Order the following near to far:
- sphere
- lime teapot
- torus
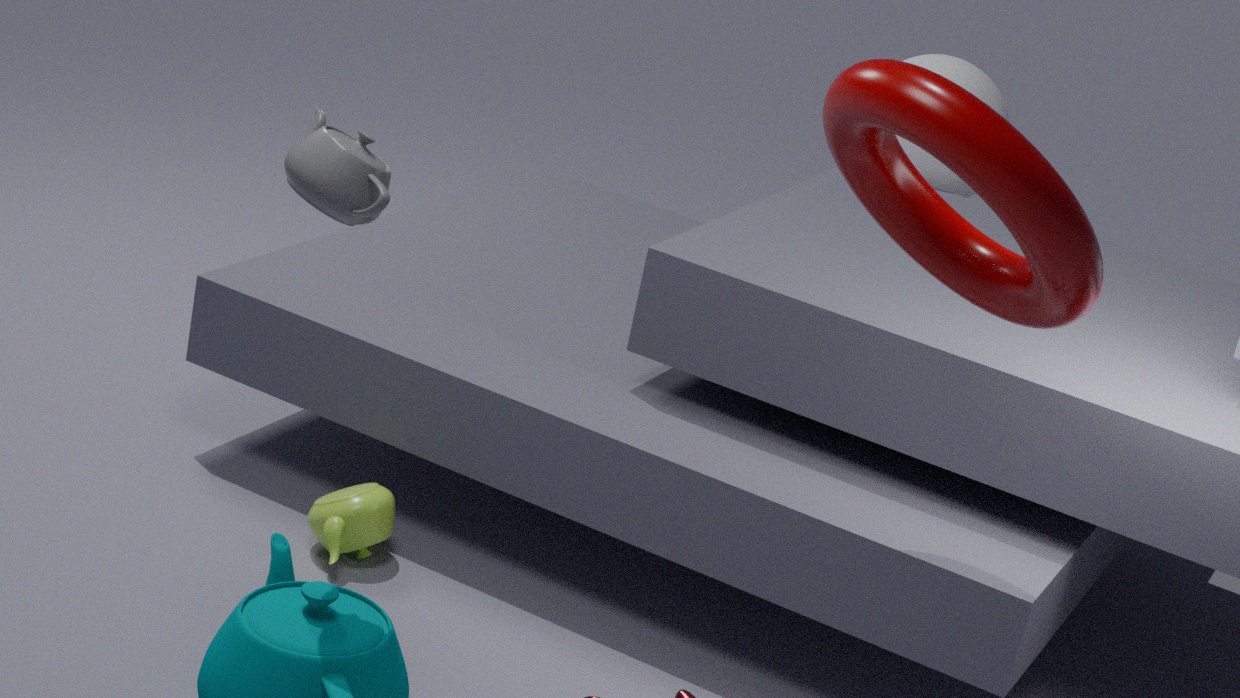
1. torus
2. lime teapot
3. sphere
